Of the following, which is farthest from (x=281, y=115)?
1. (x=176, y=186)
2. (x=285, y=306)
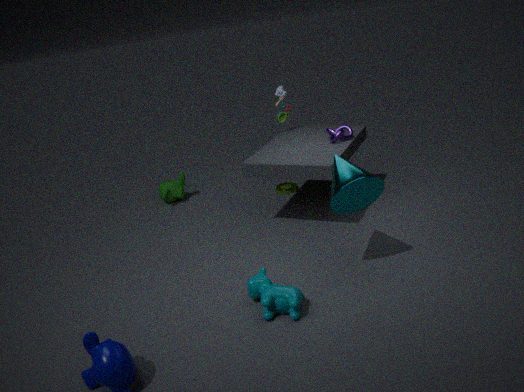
(x=285, y=306)
